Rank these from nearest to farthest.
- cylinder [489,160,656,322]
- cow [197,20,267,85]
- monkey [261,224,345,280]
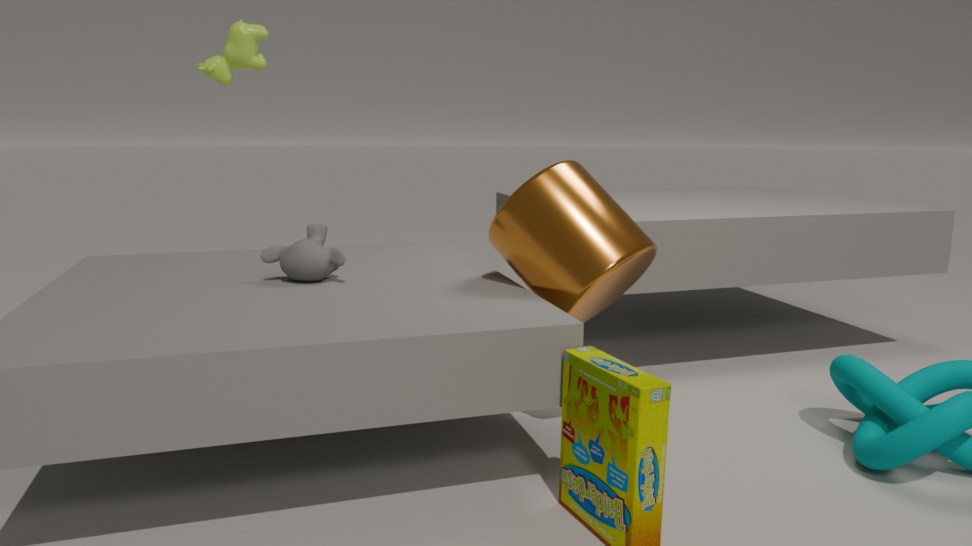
cylinder [489,160,656,322]
monkey [261,224,345,280]
cow [197,20,267,85]
